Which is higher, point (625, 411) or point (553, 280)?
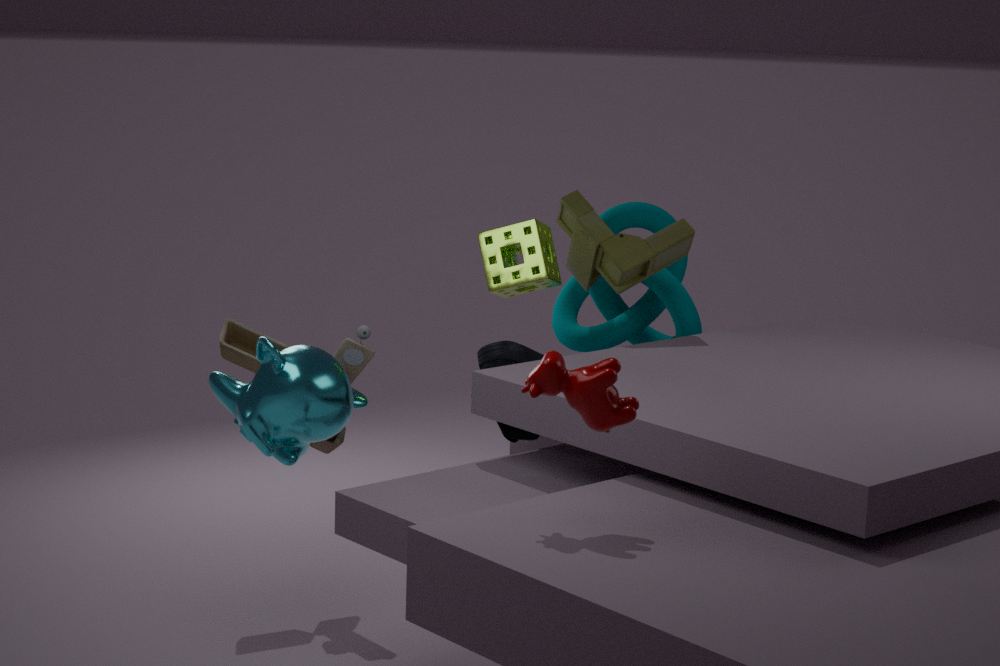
point (553, 280)
